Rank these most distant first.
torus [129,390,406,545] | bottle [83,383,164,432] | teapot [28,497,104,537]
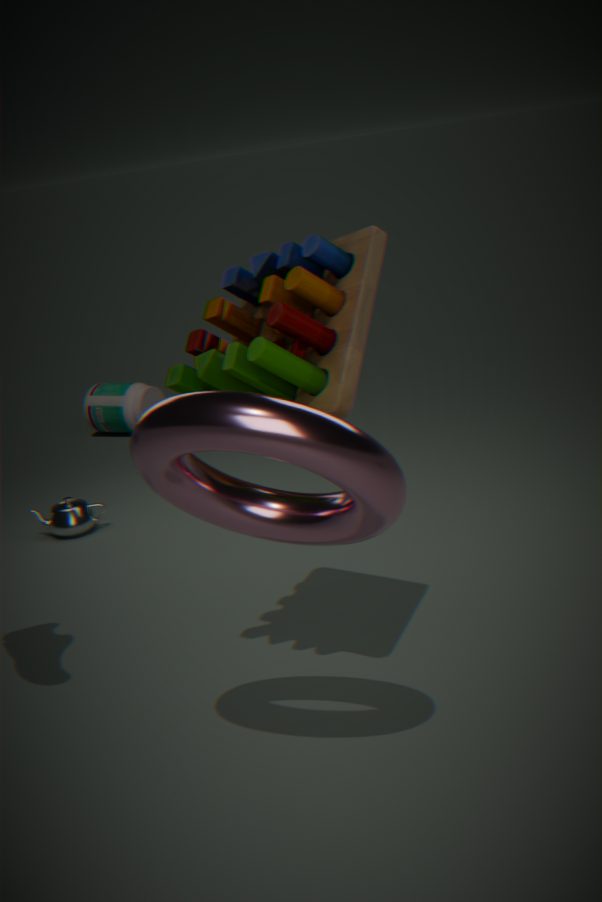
1. bottle [83,383,164,432]
2. teapot [28,497,104,537]
3. torus [129,390,406,545]
